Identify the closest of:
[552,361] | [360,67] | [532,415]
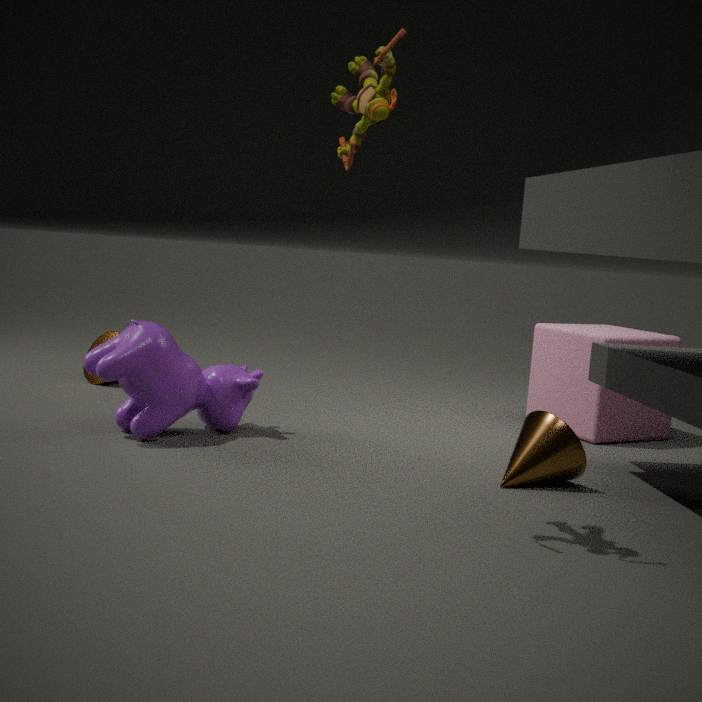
[360,67]
